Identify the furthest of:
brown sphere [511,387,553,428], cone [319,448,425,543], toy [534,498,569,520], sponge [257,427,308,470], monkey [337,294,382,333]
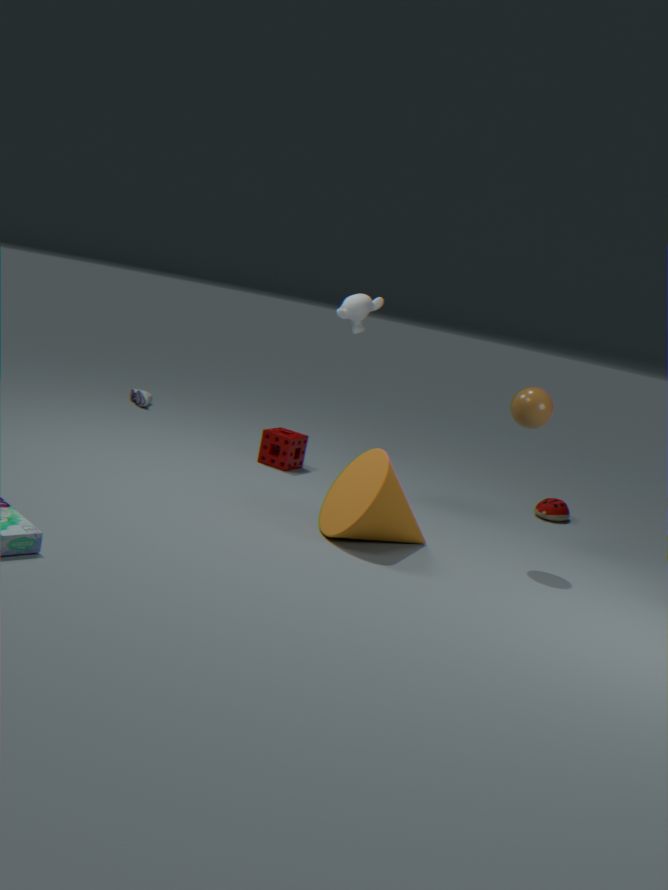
toy [534,498,569,520]
